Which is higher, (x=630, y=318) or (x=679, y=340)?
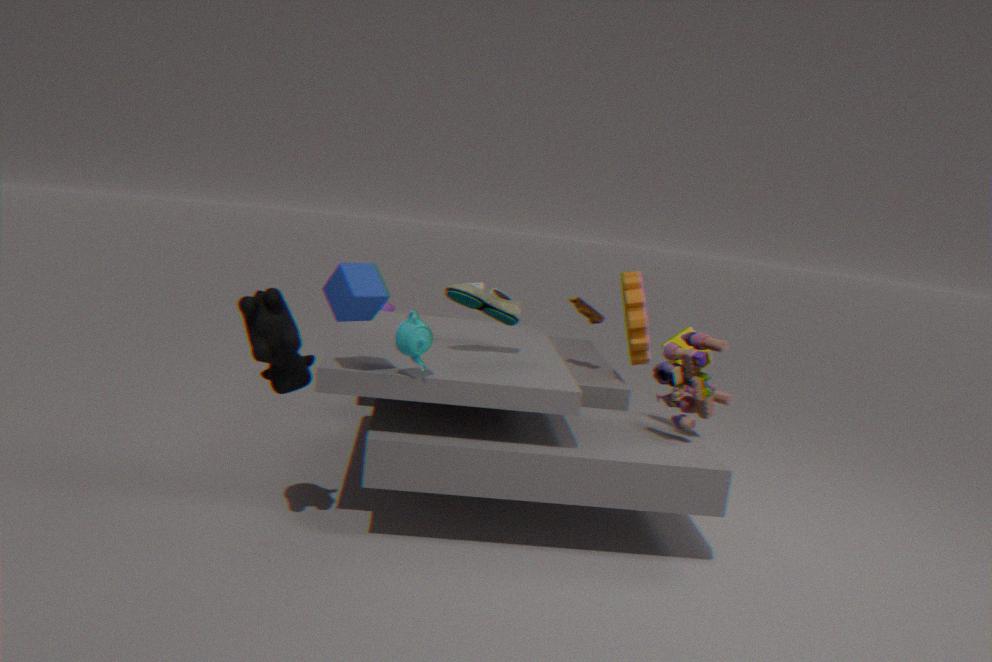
(x=630, y=318)
